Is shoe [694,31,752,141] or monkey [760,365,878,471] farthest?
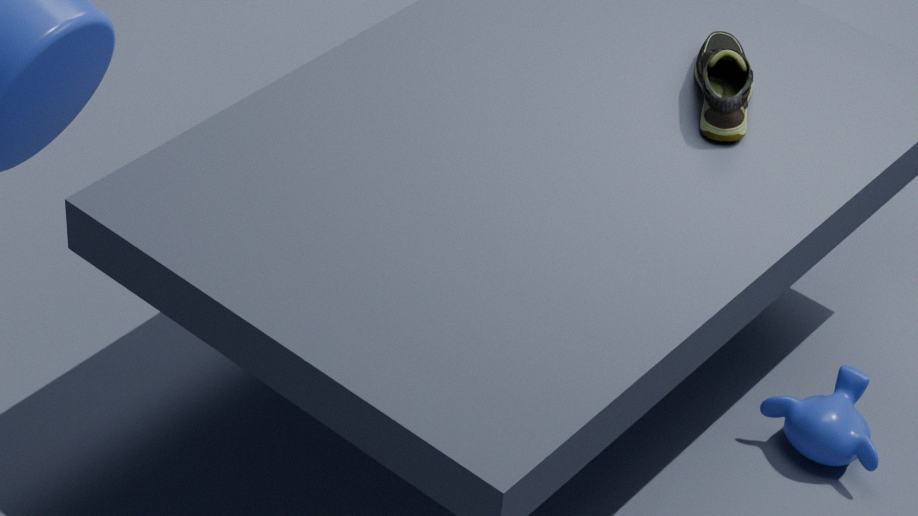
monkey [760,365,878,471]
